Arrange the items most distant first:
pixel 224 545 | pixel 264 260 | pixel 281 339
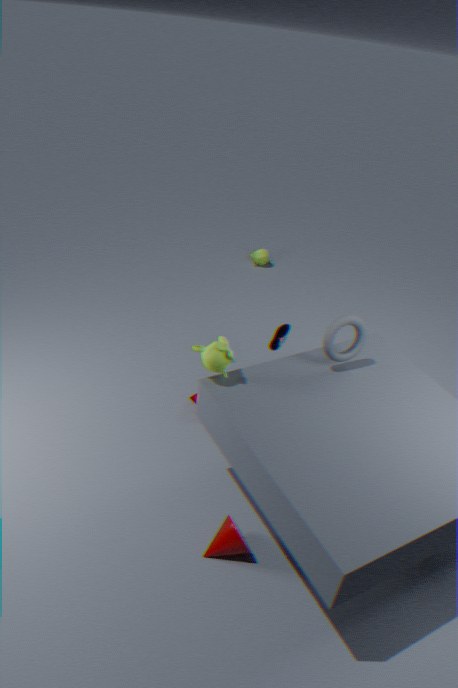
pixel 264 260 < pixel 281 339 < pixel 224 545
